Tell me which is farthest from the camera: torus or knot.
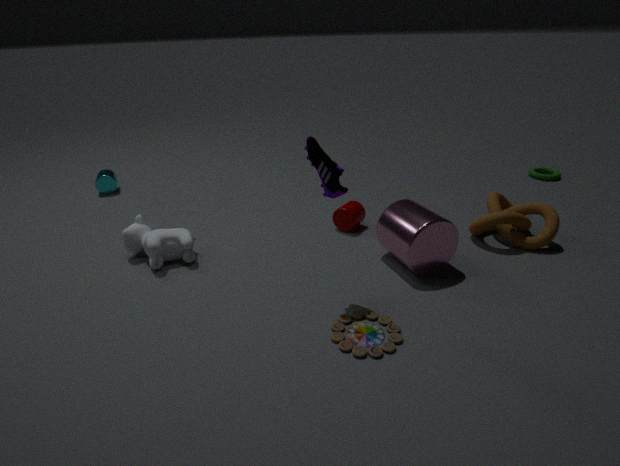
torus
